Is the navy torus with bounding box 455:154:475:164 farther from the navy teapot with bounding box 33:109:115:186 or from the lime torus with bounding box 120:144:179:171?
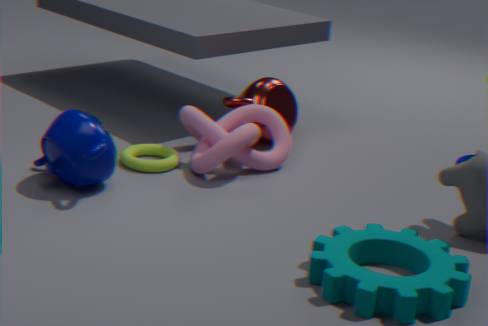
the navy teapot with bounding box 33:109:115:186
